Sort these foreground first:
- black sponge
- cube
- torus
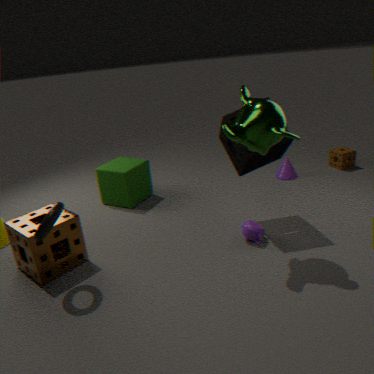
torus < black sponge < cube
